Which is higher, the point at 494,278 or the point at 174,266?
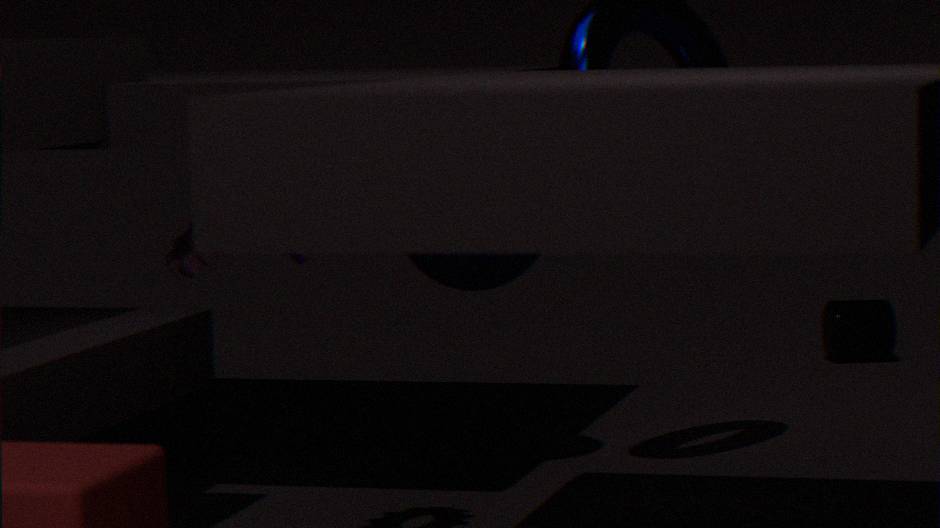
the point at 494,278
